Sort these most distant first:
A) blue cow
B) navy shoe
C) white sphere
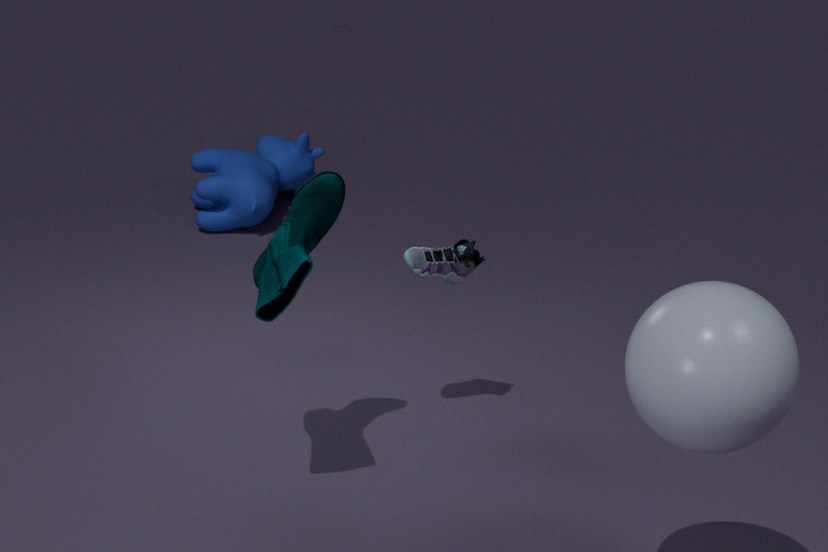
blue cow, navy shoe, white sphere
